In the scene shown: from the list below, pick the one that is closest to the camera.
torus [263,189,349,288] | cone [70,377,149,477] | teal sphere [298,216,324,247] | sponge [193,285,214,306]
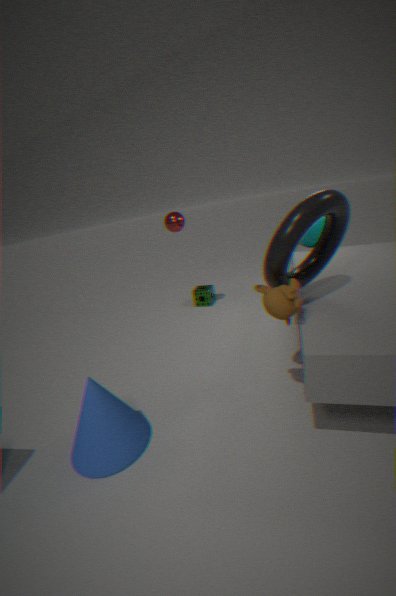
torus [263,189,349,288]
